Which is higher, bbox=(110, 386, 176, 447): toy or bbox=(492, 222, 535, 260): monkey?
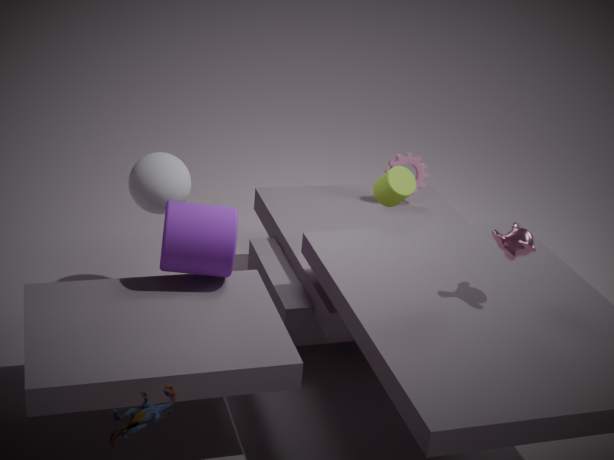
bbox=(492, 222, 535, 260): monkey
